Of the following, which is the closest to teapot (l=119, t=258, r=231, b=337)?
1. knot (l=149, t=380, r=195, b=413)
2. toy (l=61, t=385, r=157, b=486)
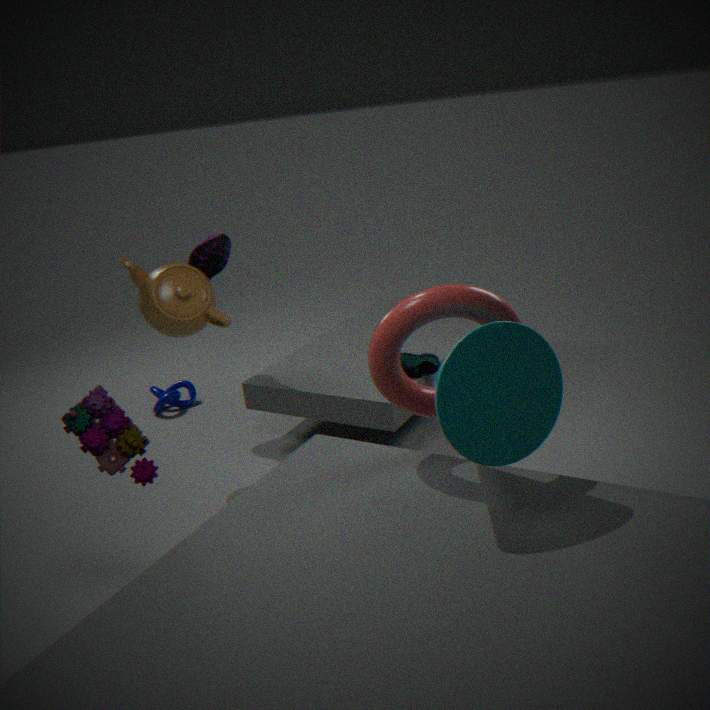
toy (l=61, t=385, r=157, b=486)
